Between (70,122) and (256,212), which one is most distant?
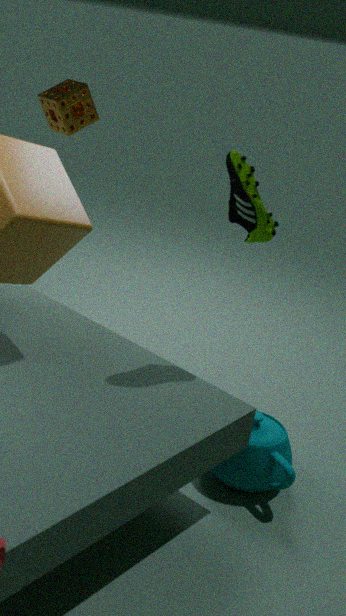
(70,122)
